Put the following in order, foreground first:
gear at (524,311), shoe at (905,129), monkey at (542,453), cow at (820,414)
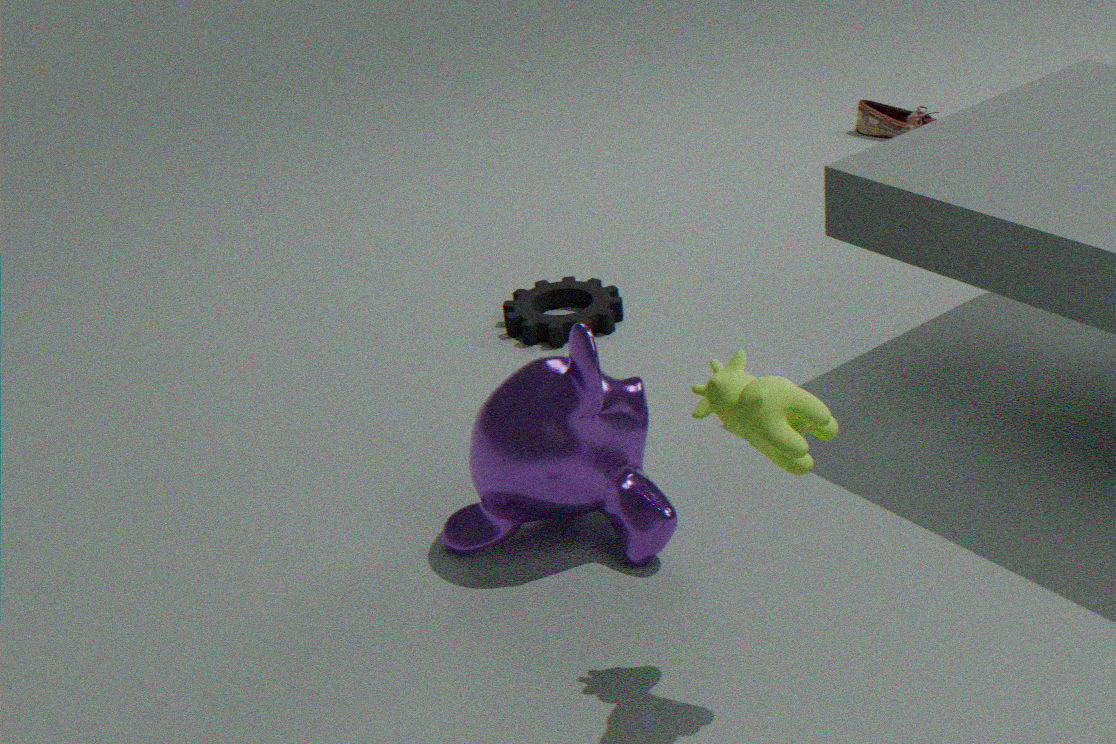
1. cow at (820,414)
2. monkey at (542,453)
3. gear at (524,311)
4. shoe at (905,129)
